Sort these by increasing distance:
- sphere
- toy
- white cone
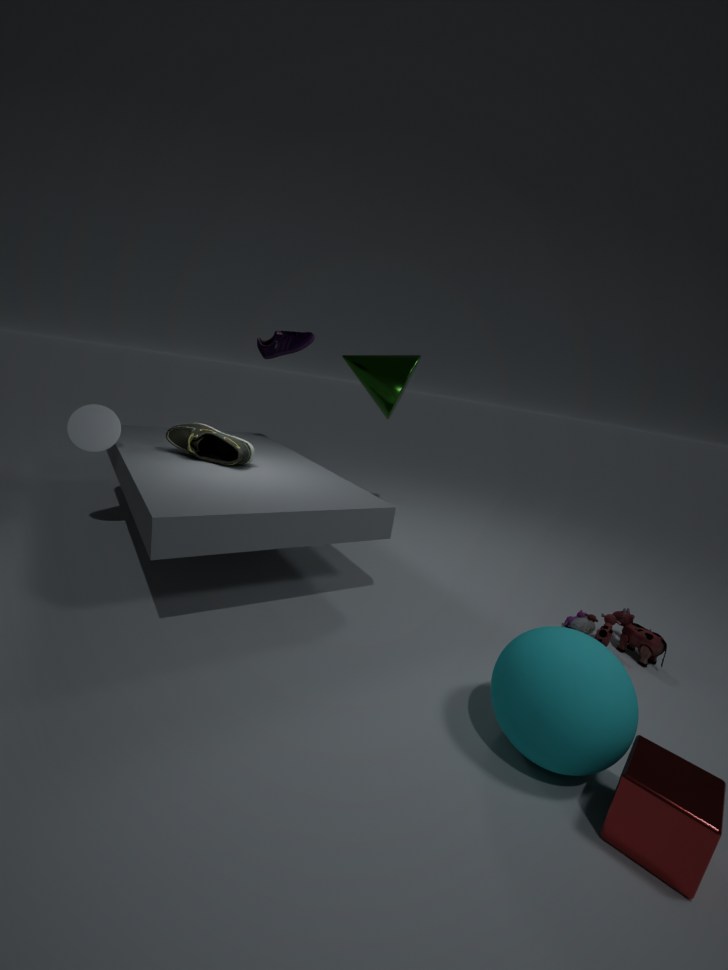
1. sphere
2. toy
3. white cone
